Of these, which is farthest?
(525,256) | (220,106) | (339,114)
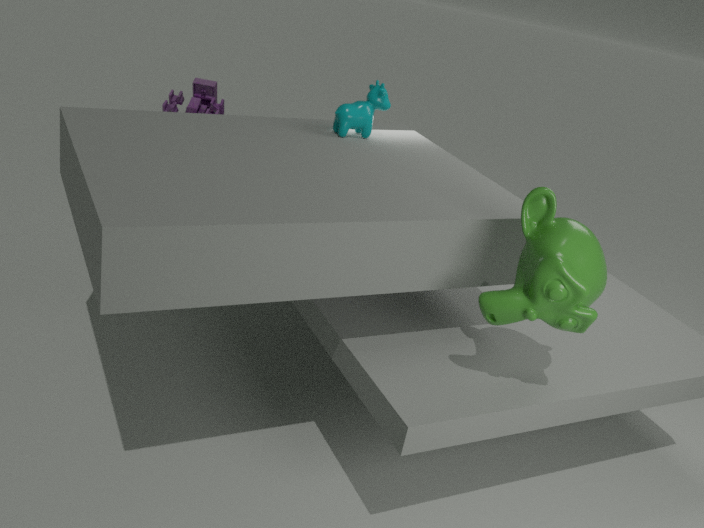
(220,106)
